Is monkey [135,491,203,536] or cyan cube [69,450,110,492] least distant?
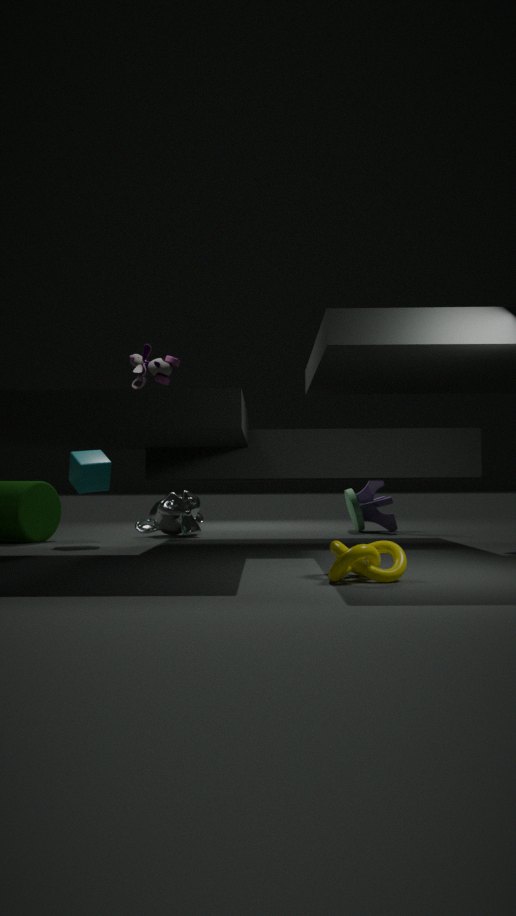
cyan cube [69,450,110,492]
